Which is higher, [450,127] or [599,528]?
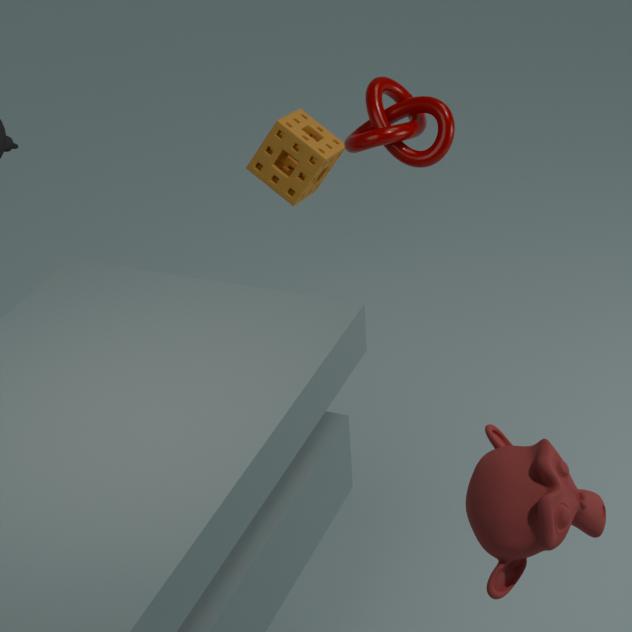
[599,528]
